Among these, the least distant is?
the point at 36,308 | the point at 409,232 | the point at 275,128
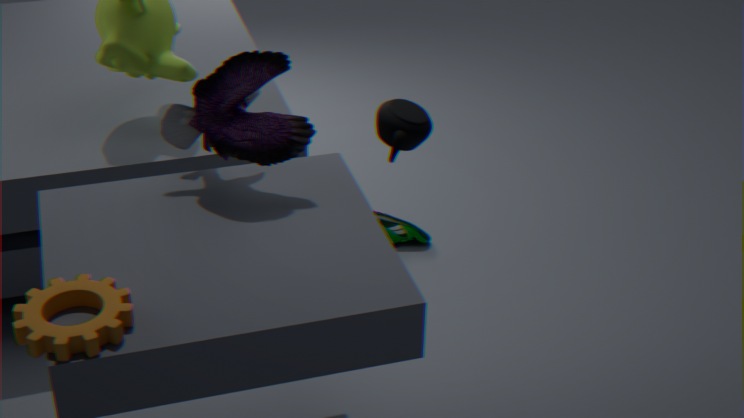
the point at 36,308
